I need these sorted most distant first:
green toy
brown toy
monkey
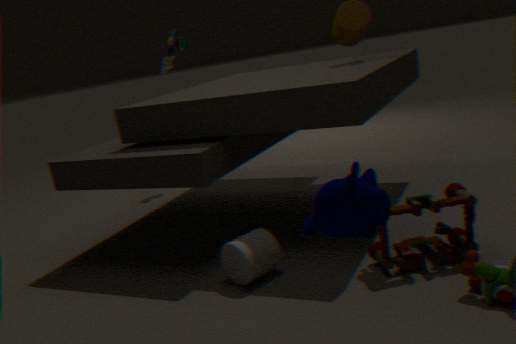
1. green toy
2. brown toy
3. monkey
